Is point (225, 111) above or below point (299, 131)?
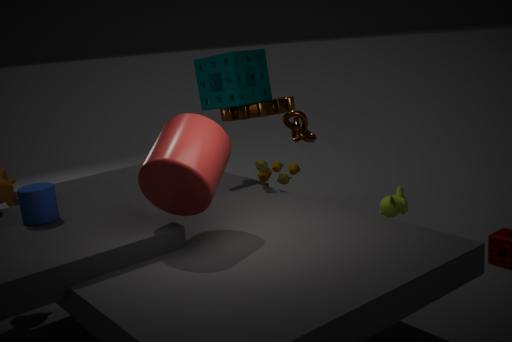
above
